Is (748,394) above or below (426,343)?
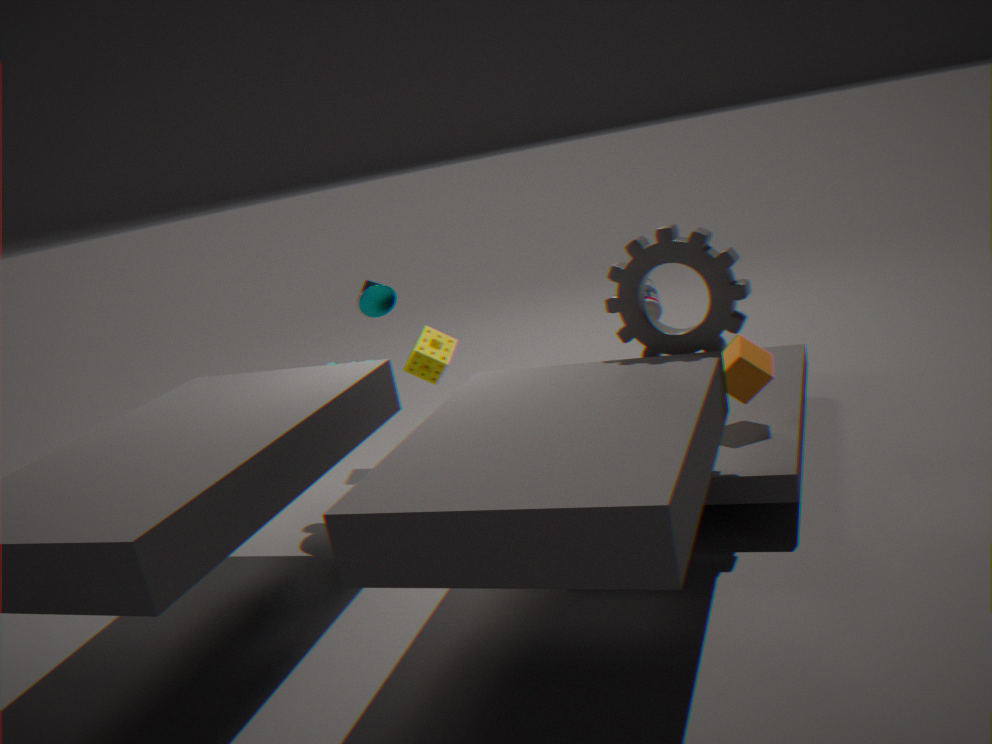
below
